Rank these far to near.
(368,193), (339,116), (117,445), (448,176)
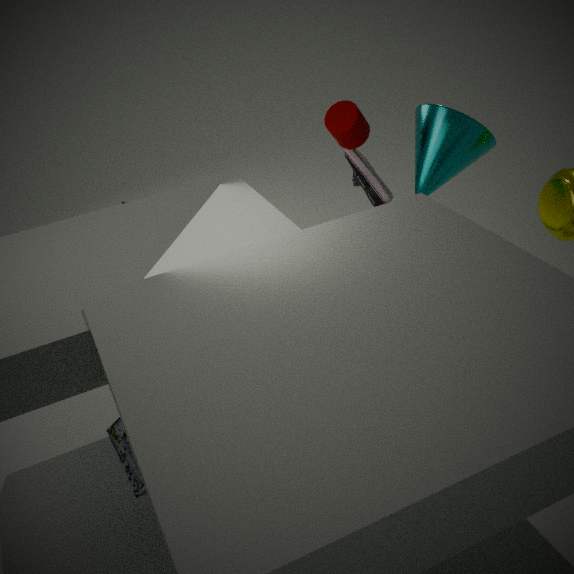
(368,193), (448,176), (339,116), (117,445)
